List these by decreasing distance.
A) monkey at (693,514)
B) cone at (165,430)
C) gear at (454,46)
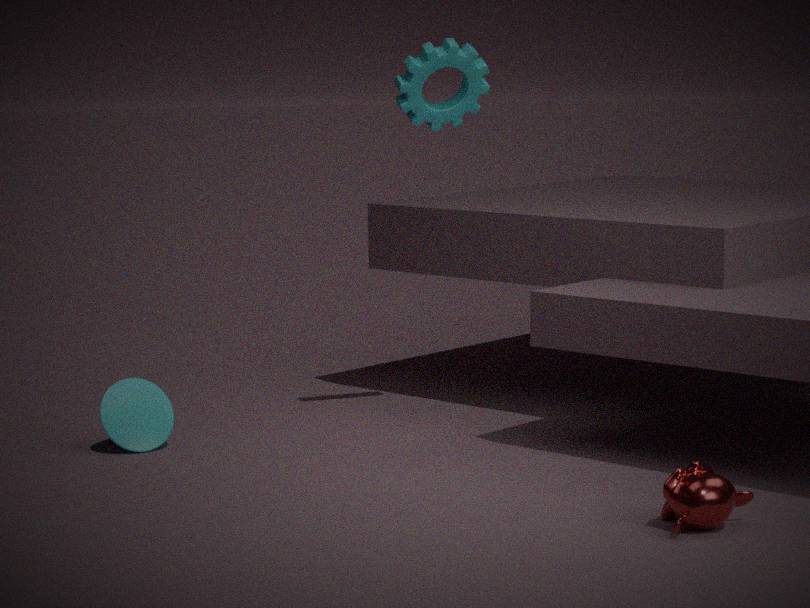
1. gear at (454,46)
2. cone at (165,430)
3. monkey at (693,514)
